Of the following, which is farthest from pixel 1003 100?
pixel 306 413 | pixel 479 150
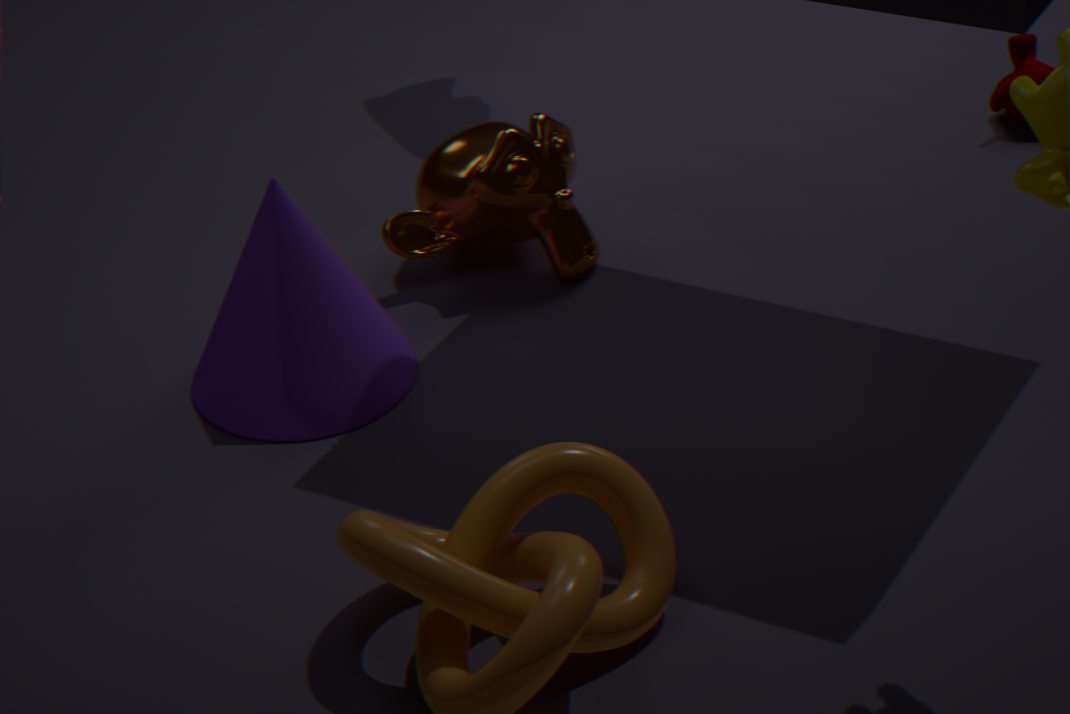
pixel 306 413
